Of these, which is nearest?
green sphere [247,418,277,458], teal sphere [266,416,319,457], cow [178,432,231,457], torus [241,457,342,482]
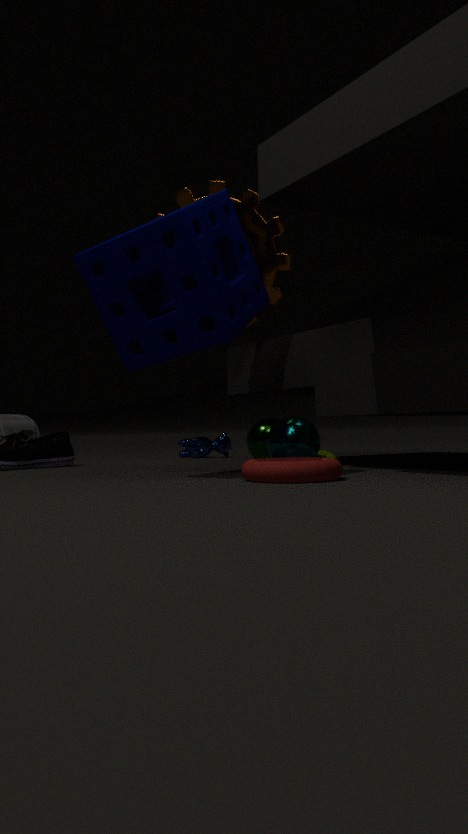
torus [241,457,342,482]
